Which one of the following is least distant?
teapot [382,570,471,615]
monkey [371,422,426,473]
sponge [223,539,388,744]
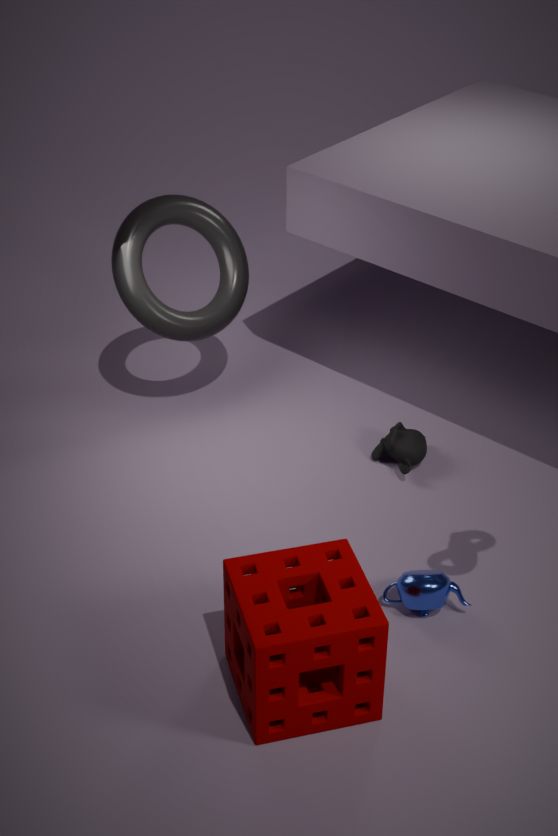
sponge [223,539,388,744]
